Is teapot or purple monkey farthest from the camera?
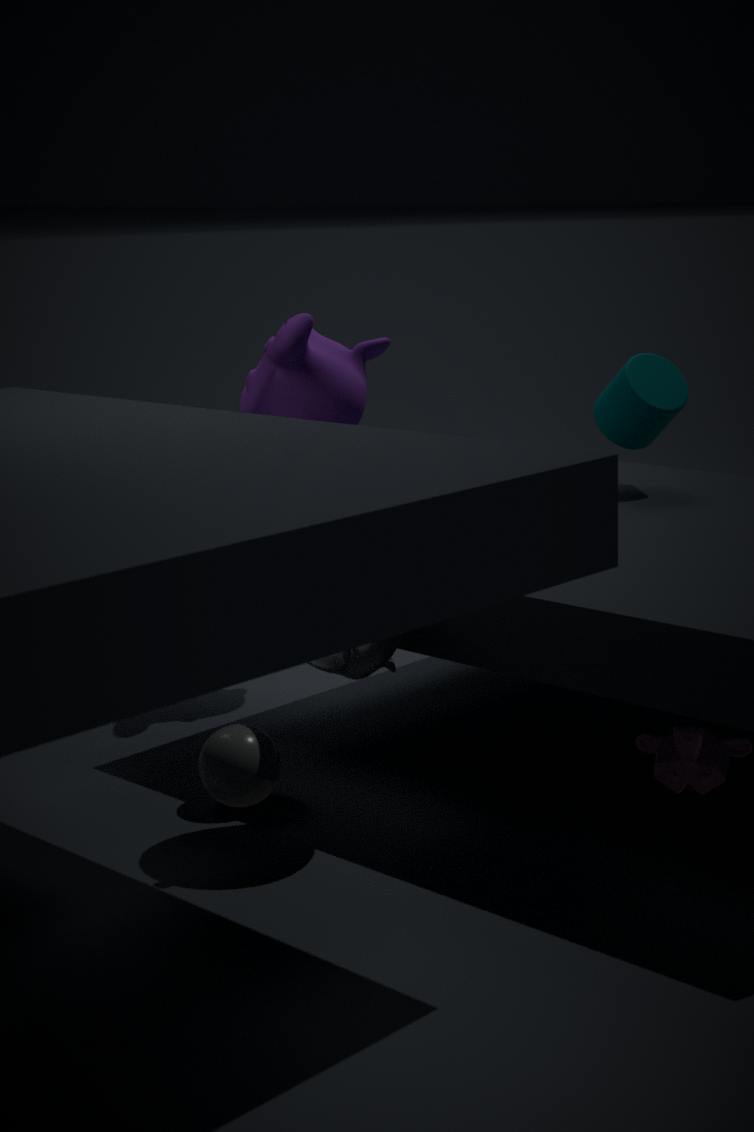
purple monkey
